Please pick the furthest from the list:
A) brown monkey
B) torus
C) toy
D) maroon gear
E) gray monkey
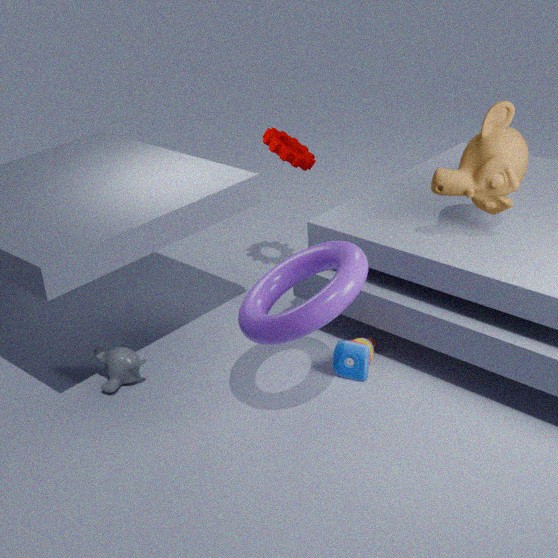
maroon gear
